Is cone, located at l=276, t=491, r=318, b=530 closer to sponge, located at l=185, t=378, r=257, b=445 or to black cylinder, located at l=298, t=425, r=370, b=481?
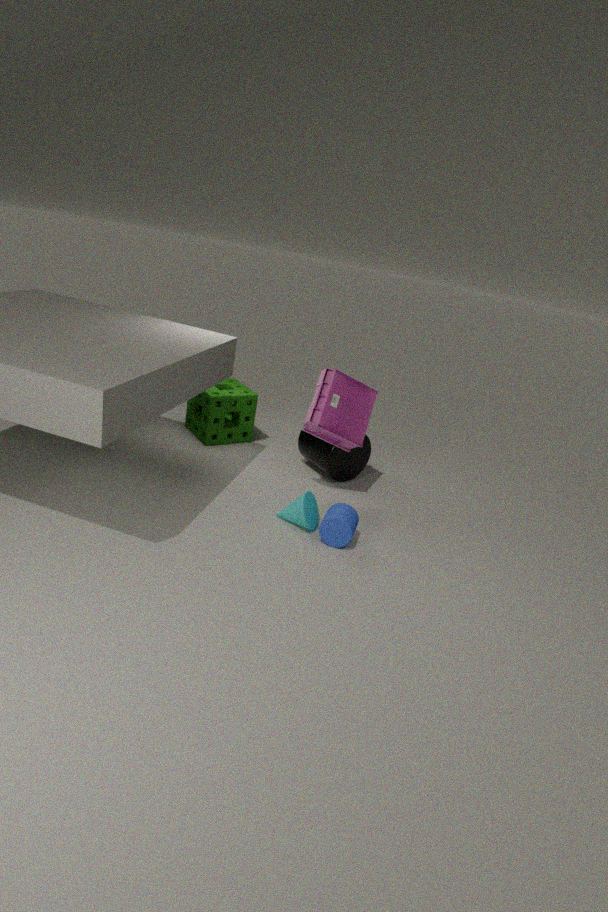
black cylinder, located at l=298, t=425, r=370, b=481
